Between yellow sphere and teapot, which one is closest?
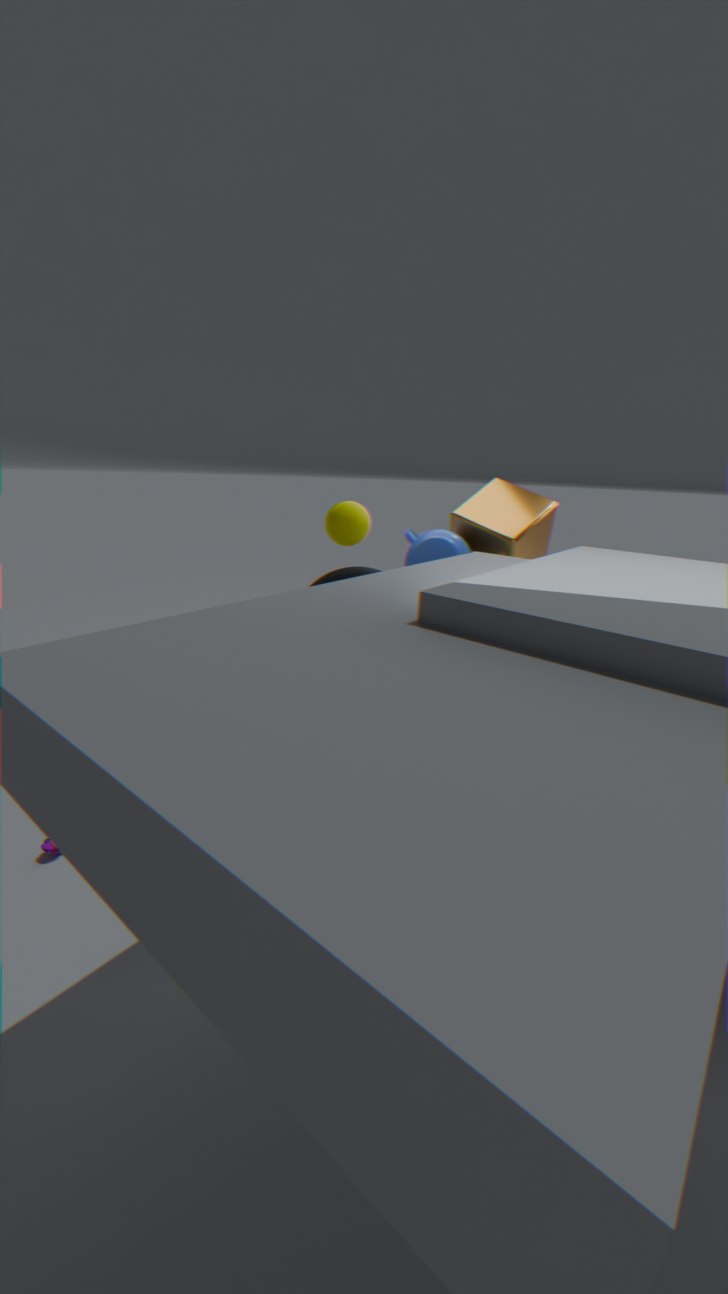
yellow sphere
